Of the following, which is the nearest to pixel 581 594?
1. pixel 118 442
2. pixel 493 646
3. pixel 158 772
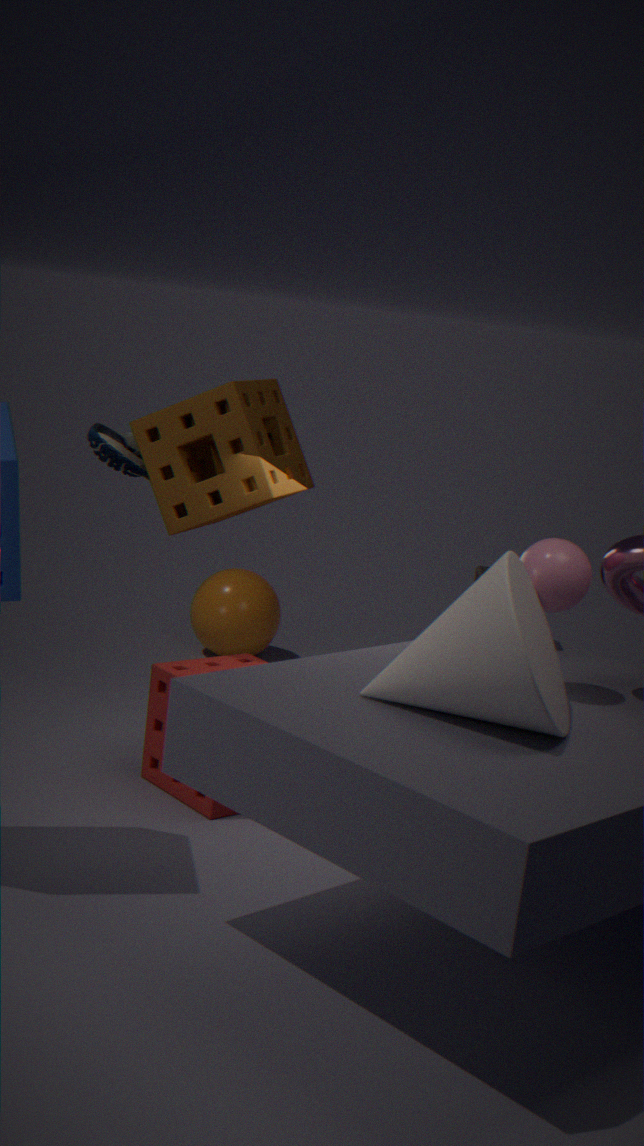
pixel 493 646
